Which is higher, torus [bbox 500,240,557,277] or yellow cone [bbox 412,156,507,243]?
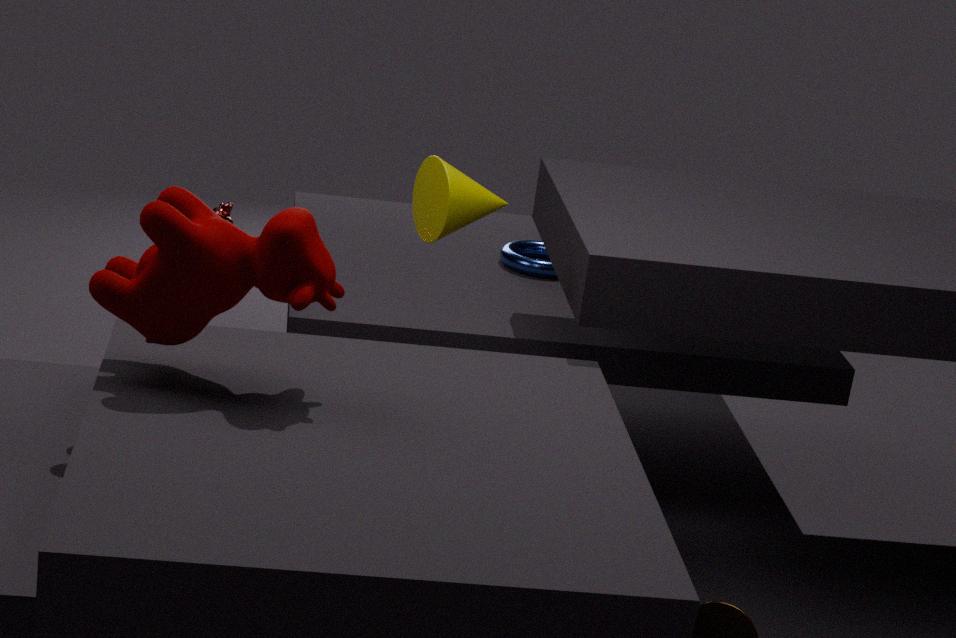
yellow cone [bbox 412,156,507,243]
